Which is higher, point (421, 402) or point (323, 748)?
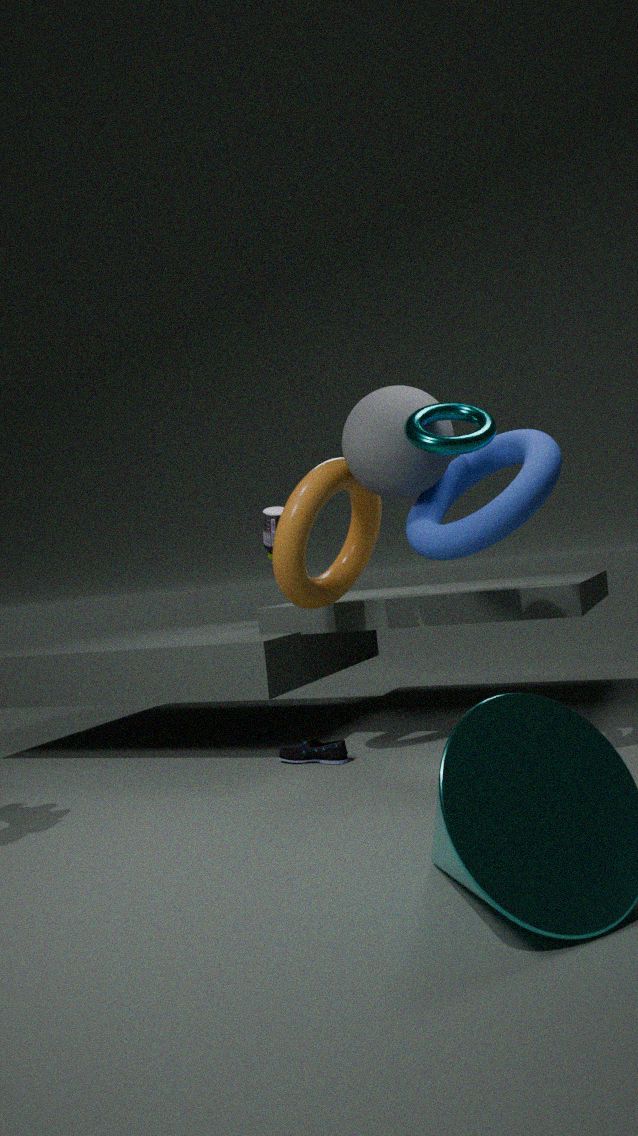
point (421, 402)
